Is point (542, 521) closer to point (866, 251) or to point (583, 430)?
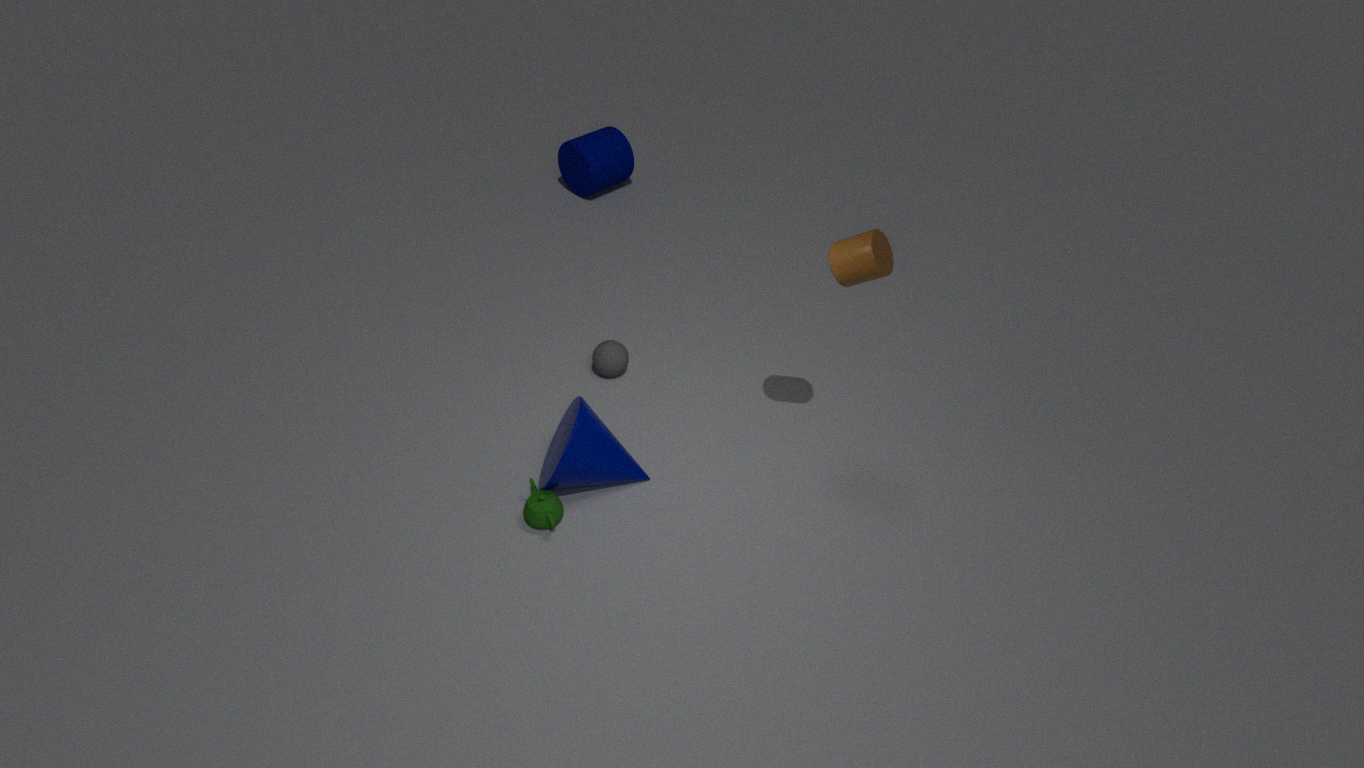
point (583, 430)
